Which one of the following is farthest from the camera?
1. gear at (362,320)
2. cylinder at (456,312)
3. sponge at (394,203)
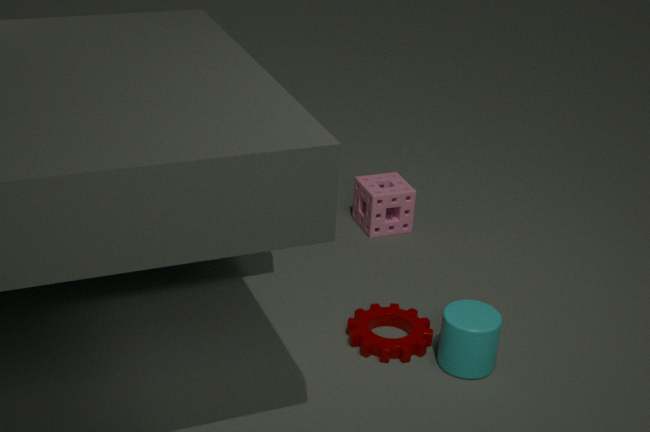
sponge at (394,203)
